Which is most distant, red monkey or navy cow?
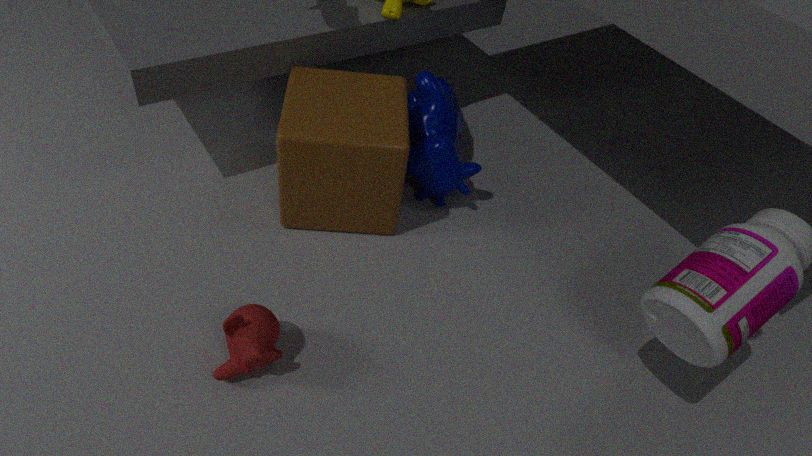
navy cow
